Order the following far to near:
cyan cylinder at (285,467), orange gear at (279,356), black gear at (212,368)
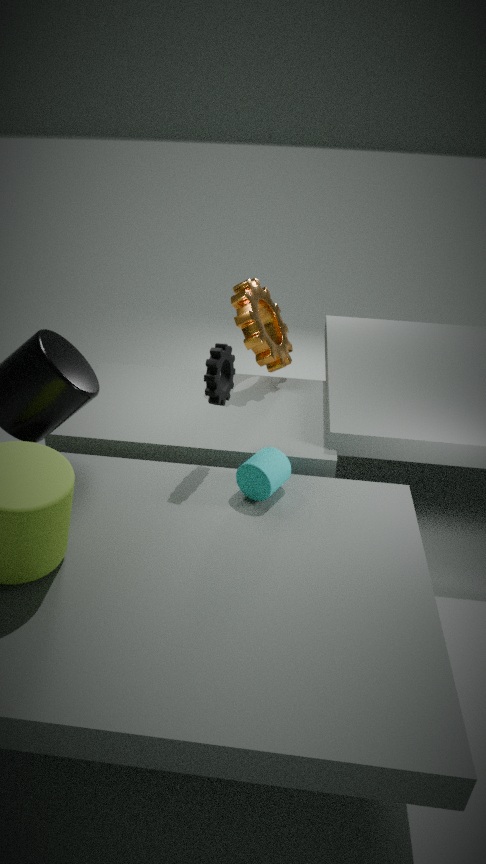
orange gear at (279,356) → black gear at (212,368) → cyan cylinder at (285,467)
